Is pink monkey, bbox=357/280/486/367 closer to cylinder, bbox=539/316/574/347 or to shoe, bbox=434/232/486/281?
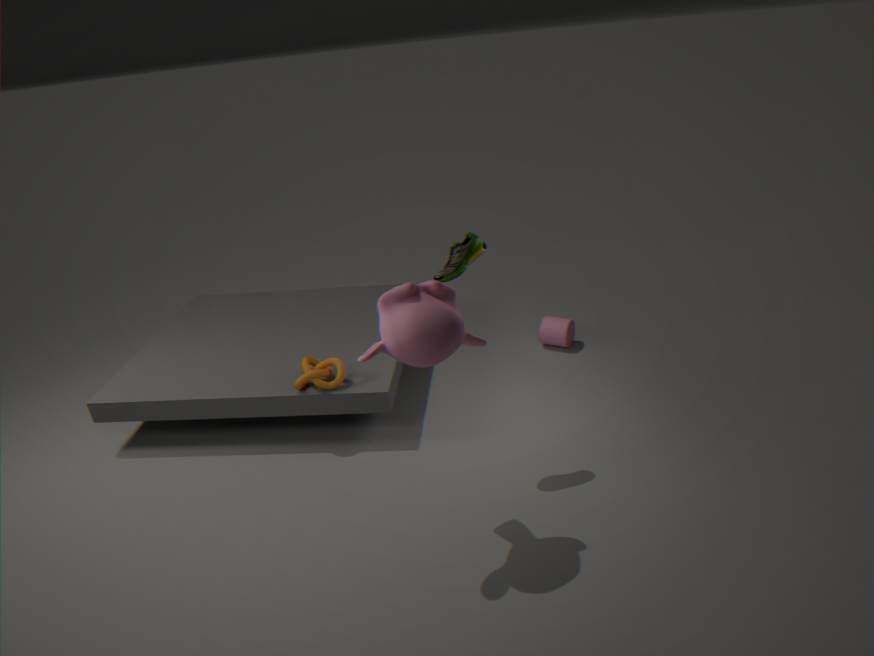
shoe, bbox=434/232/486/281
